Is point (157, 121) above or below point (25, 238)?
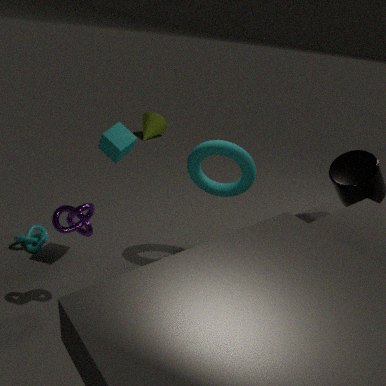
above
